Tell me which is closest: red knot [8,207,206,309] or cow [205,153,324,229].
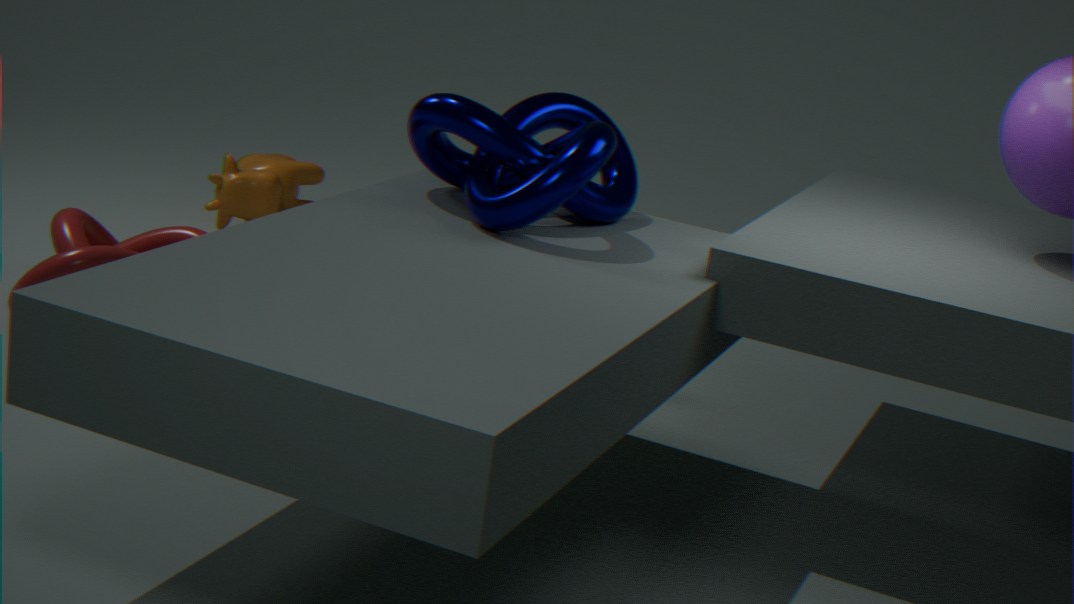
red knot [8,207,206,309]
